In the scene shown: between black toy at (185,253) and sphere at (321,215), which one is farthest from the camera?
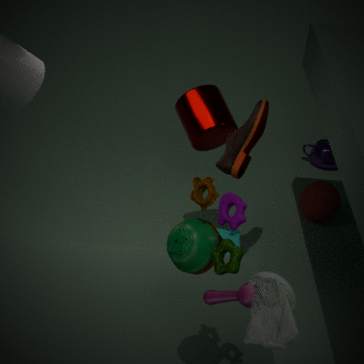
sphere at (321,215)
